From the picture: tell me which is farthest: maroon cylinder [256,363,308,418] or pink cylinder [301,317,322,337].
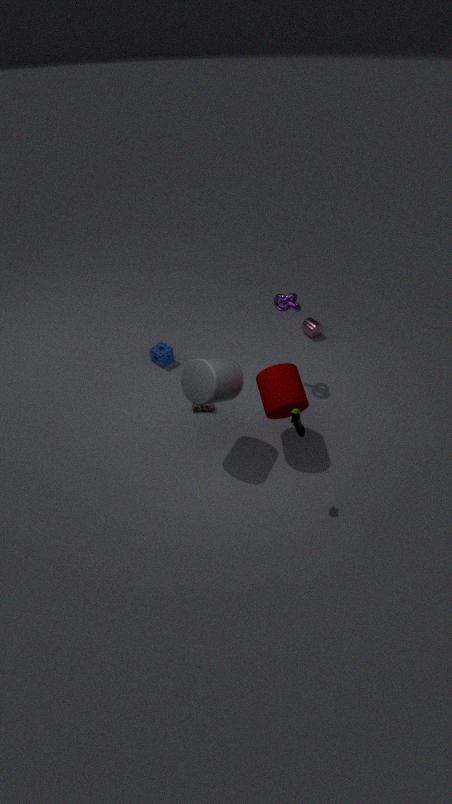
pink cylinder [301,317,322,337]
